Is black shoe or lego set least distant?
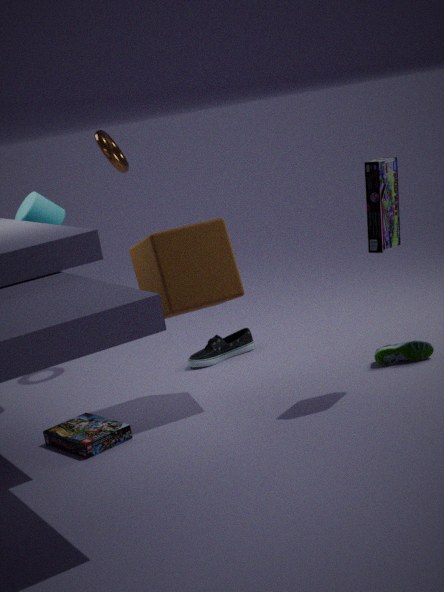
lego set
